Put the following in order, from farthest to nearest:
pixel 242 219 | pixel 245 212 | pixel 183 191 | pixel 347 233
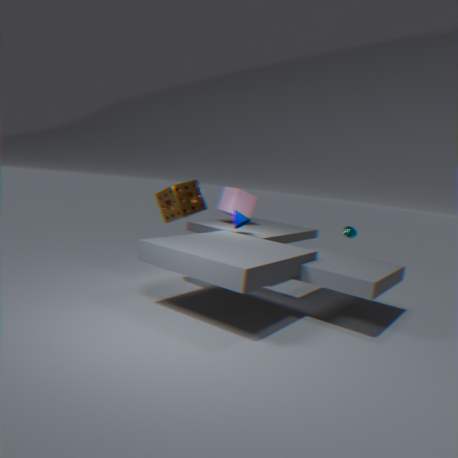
1. pixel 245 212
2. pixel 347 233
3. pixel 242 219
4. pixel 183 191
